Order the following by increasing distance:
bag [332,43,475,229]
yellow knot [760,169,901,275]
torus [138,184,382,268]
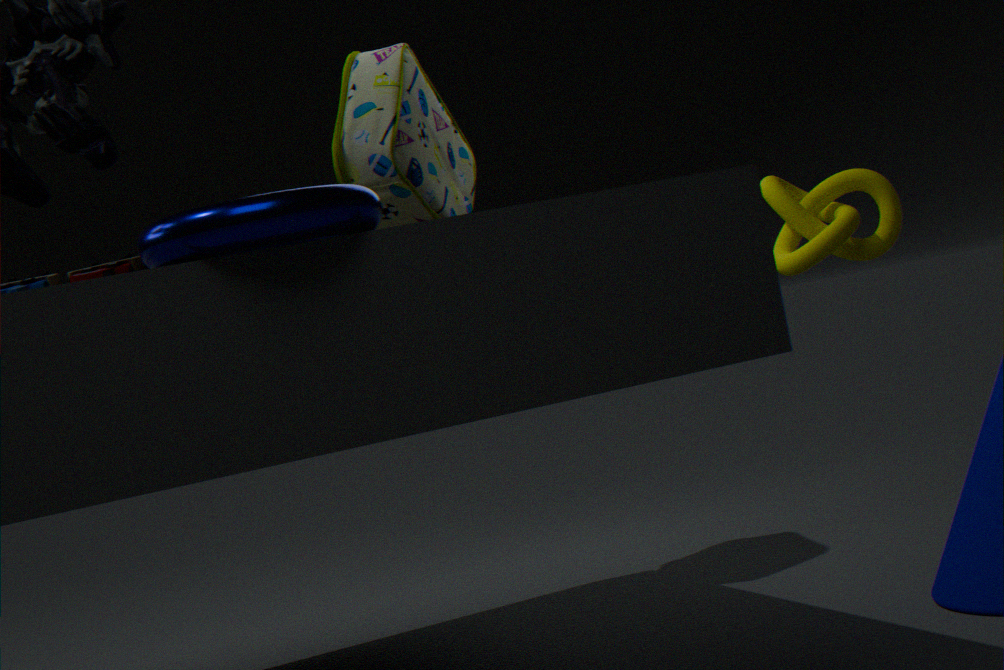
torus [138,184,382,268], yellow knot [760,169,901,275], bag [332,43,475,229]
